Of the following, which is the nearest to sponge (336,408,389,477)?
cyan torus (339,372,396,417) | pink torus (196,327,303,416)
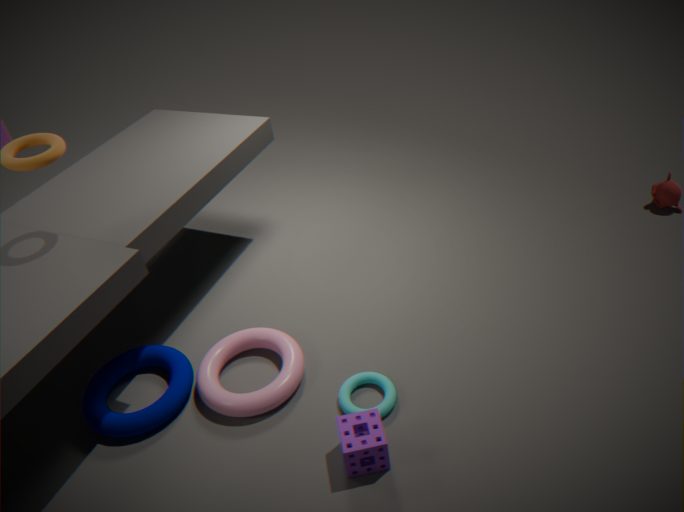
cyan torus (339,372,396,417)
